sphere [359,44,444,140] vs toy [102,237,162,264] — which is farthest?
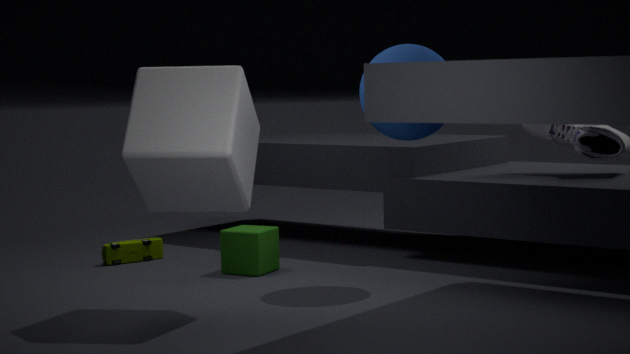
toy [102,237,162,264]
